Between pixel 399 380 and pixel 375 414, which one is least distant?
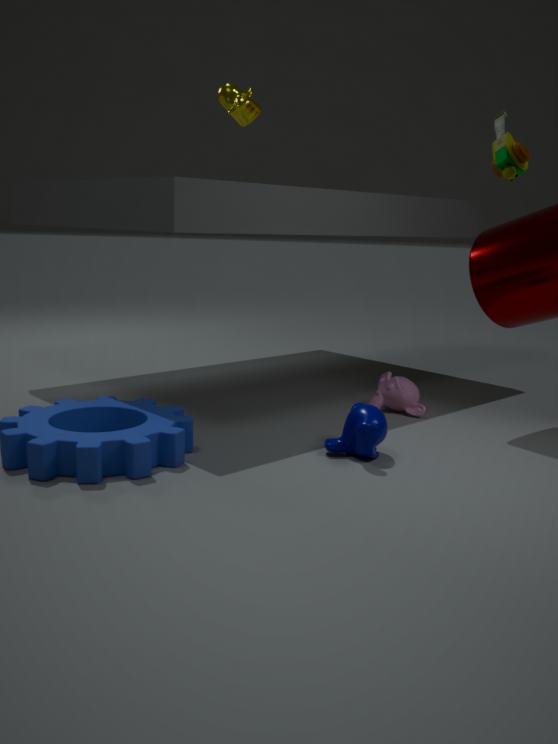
pixel 375 414
